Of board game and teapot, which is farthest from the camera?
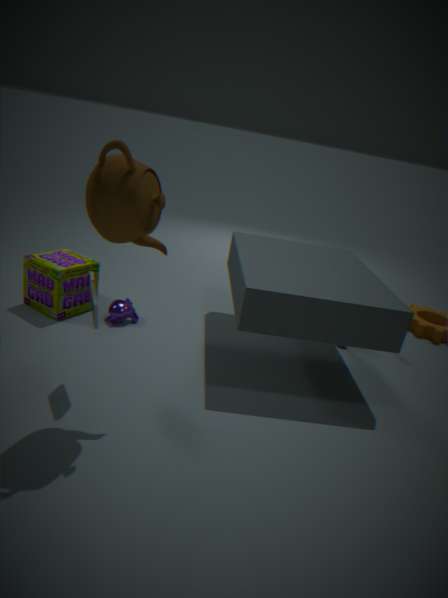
board game
